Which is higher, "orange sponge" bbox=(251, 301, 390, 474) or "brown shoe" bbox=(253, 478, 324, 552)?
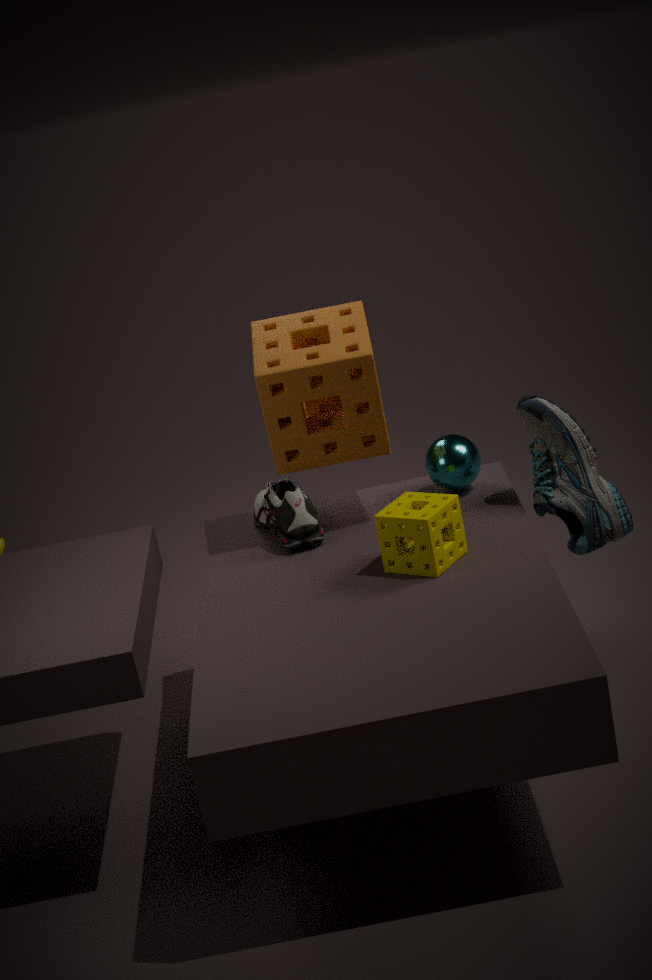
"orange sponge" bbox=(251, 301, 390, 474)
